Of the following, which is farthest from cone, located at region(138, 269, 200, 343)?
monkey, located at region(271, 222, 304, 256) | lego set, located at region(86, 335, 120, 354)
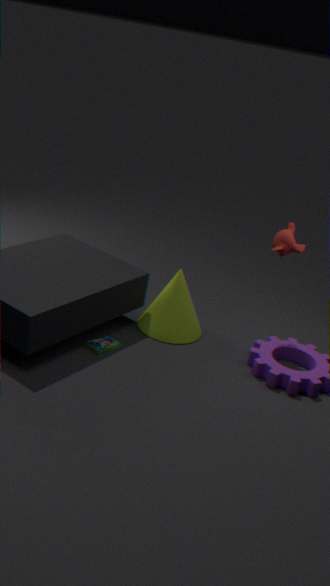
monkey, located at region(271, 222, 304, 256)
